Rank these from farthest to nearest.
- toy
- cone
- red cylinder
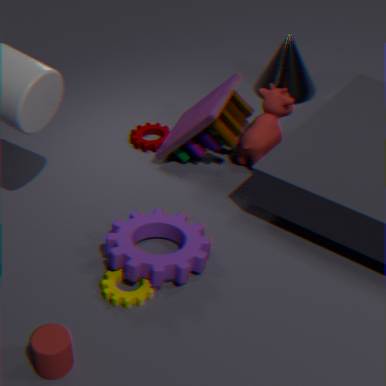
cone
toy
red cylinder
